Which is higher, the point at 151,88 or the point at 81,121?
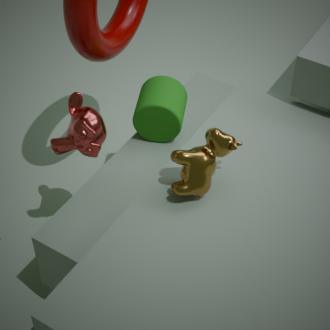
the point at 81,121
